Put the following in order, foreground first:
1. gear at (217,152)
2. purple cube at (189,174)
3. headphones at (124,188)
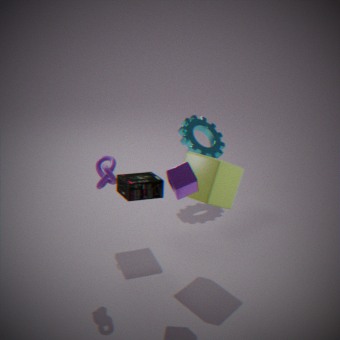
purple cube at (189,174) → headphones at (124,188) → gear at (217,152)
